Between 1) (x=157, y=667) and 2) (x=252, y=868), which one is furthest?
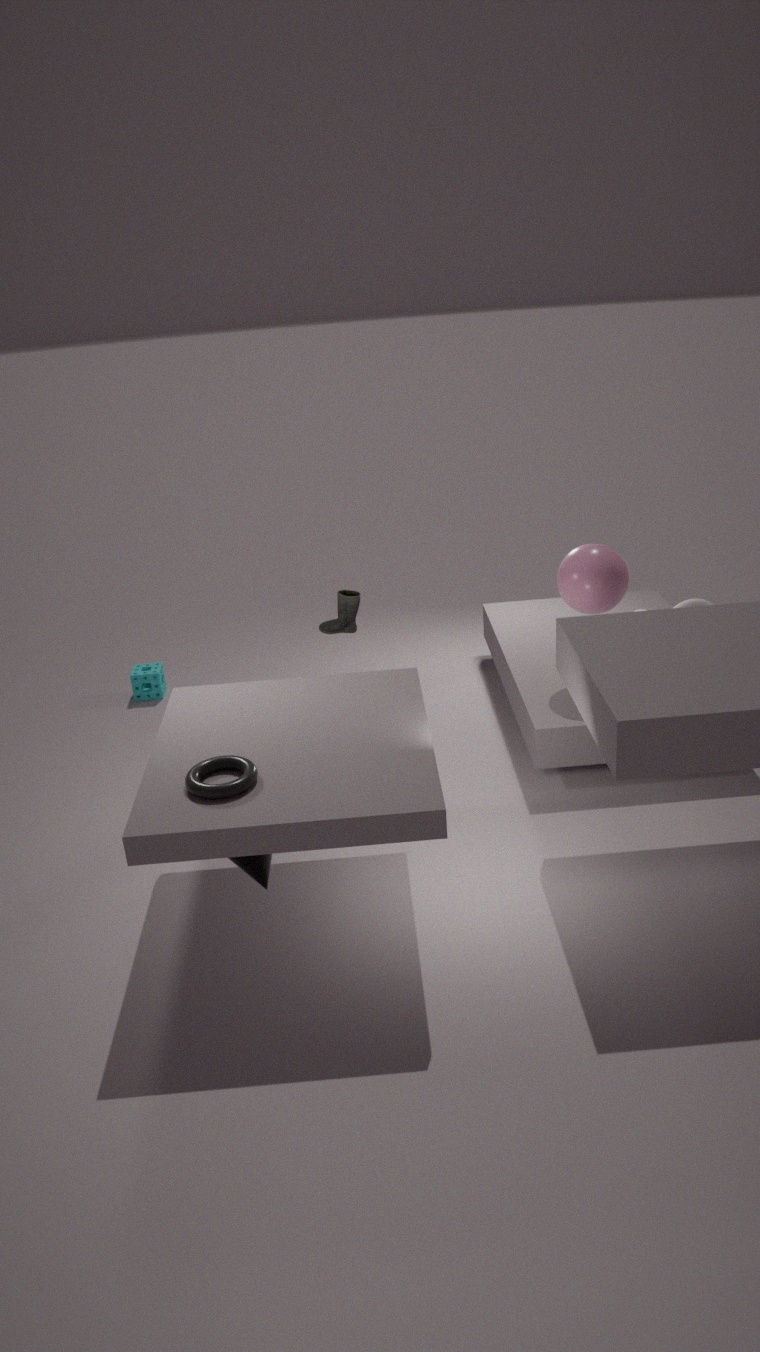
1. (x=157, y=667)
